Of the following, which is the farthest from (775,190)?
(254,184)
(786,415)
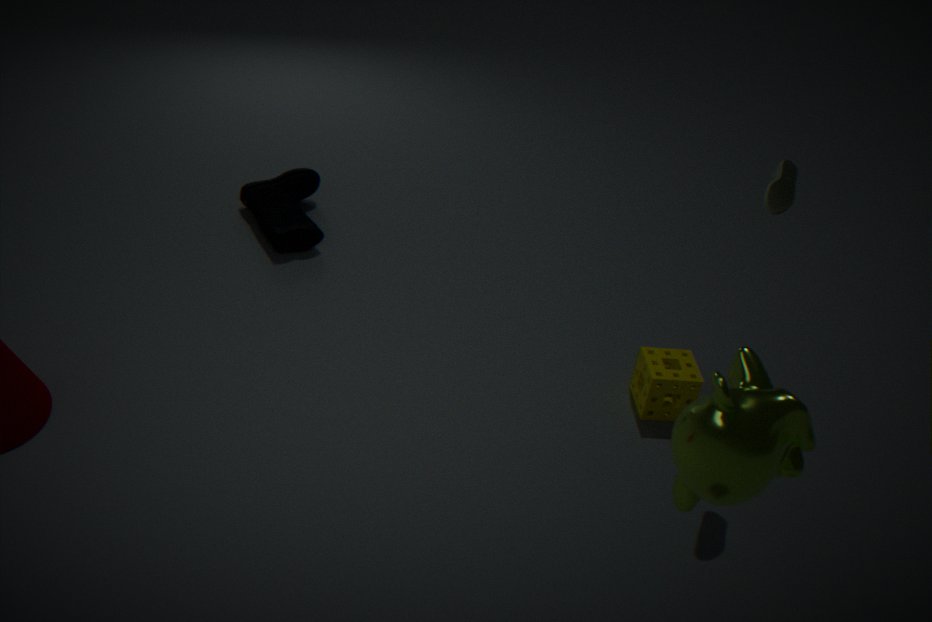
(254,184)
